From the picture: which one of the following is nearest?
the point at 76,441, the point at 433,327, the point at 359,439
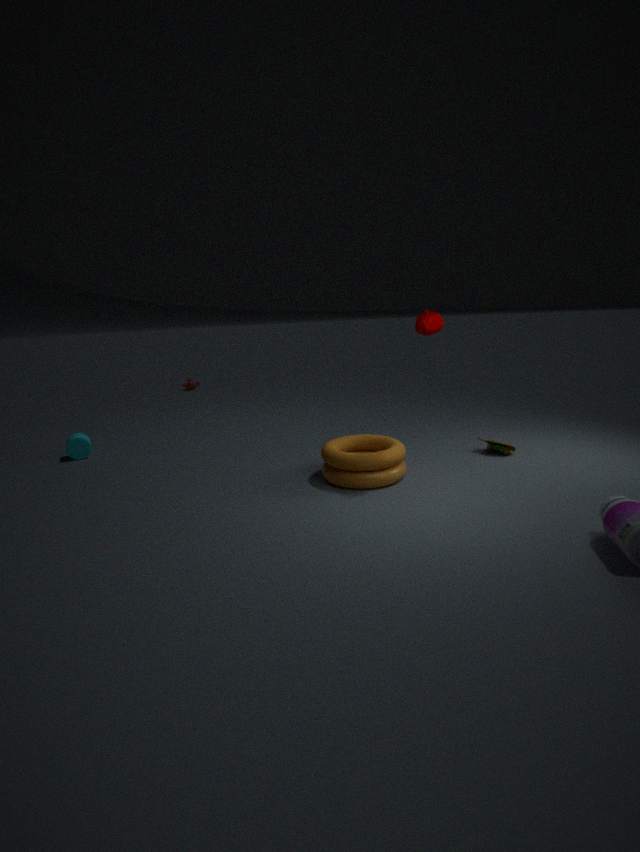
the point at 433,327
